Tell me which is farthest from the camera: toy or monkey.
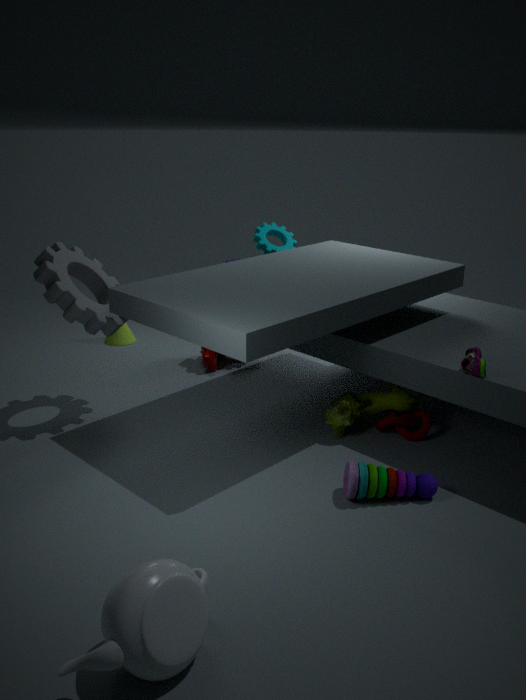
monkey
